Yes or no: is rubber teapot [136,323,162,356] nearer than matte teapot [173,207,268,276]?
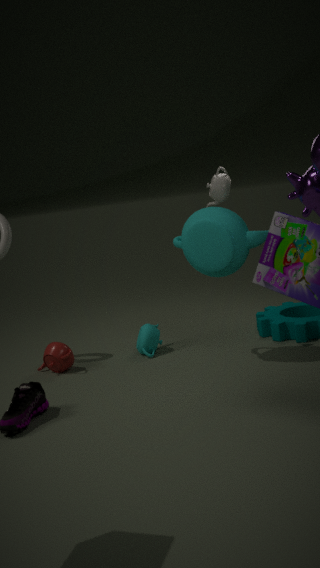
No
